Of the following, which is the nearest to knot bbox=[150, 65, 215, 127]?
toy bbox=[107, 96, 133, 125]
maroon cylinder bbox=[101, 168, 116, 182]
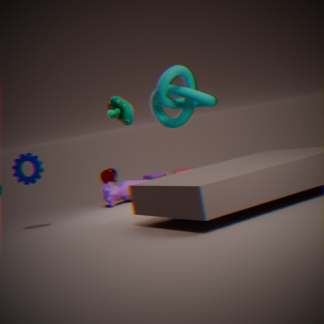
toy bbox=[107, 96, 133, 125]
